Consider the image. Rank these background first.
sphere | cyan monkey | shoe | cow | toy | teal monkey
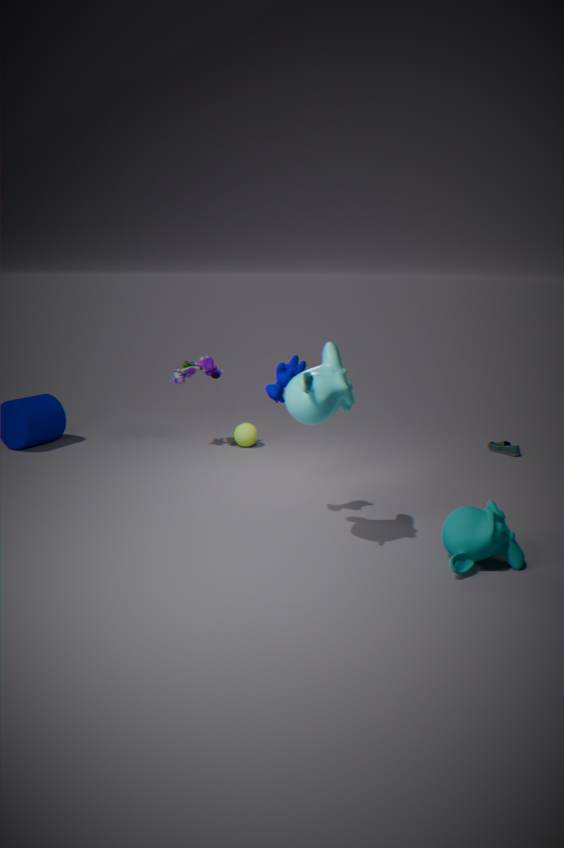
sphere
shoe
toy
cow
teal monkey
cyan monkey
